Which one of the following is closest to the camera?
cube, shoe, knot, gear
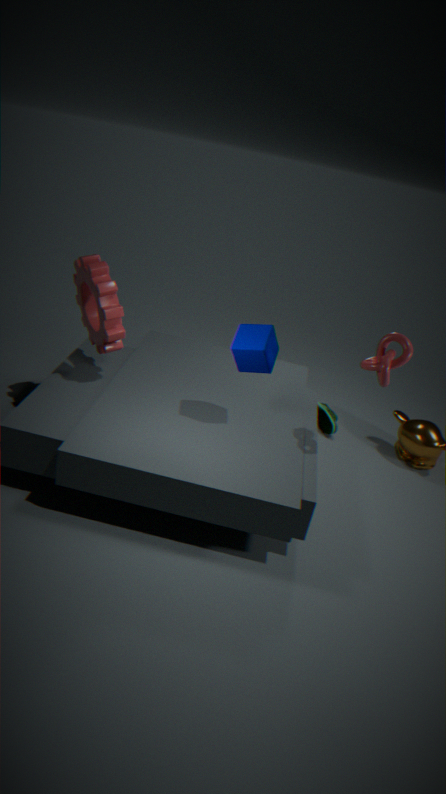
knot
